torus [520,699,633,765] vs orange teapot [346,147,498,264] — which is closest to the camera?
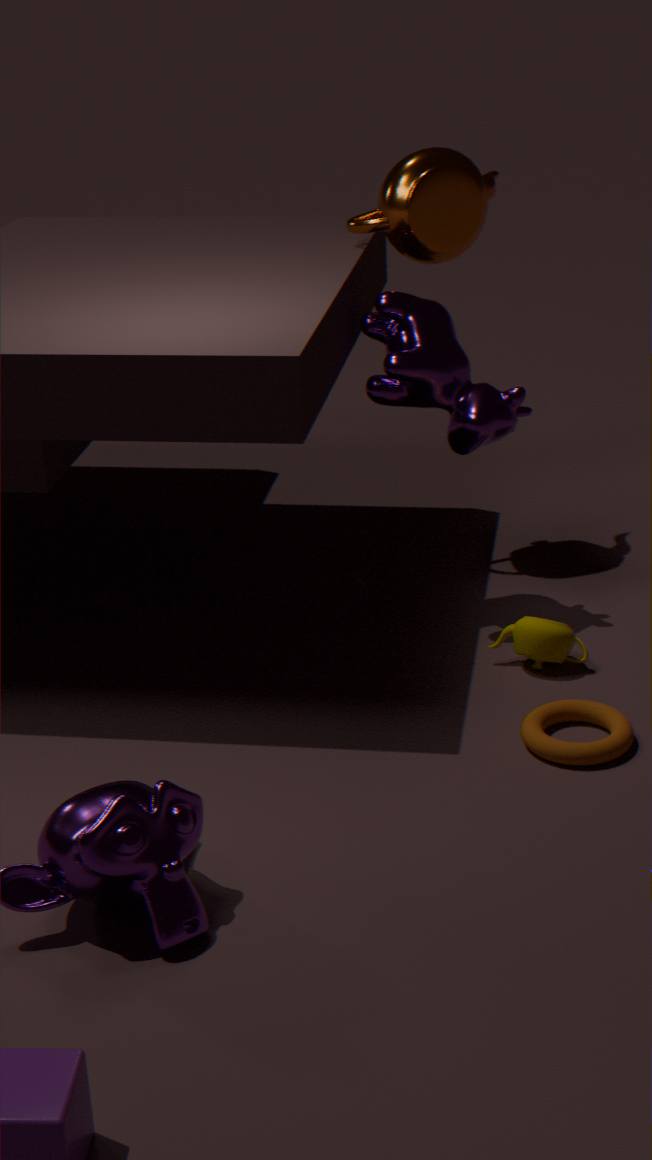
torus [520,699,633,765]
